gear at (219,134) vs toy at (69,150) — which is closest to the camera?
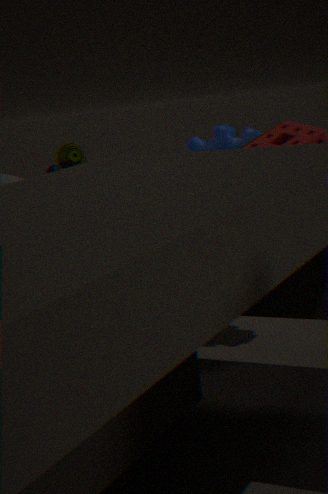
gear at (219,134)
